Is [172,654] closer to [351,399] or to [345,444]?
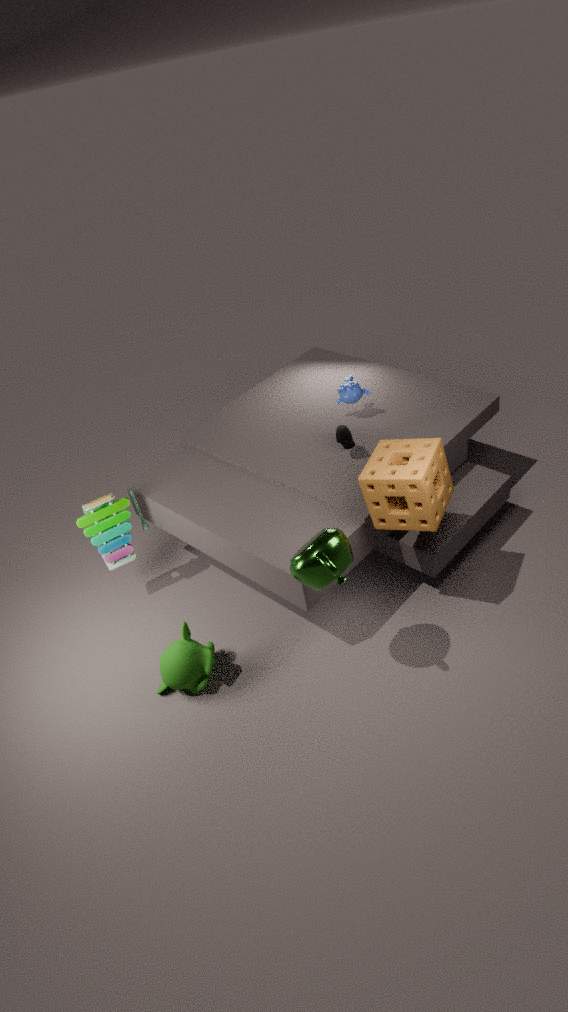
[345,444]
